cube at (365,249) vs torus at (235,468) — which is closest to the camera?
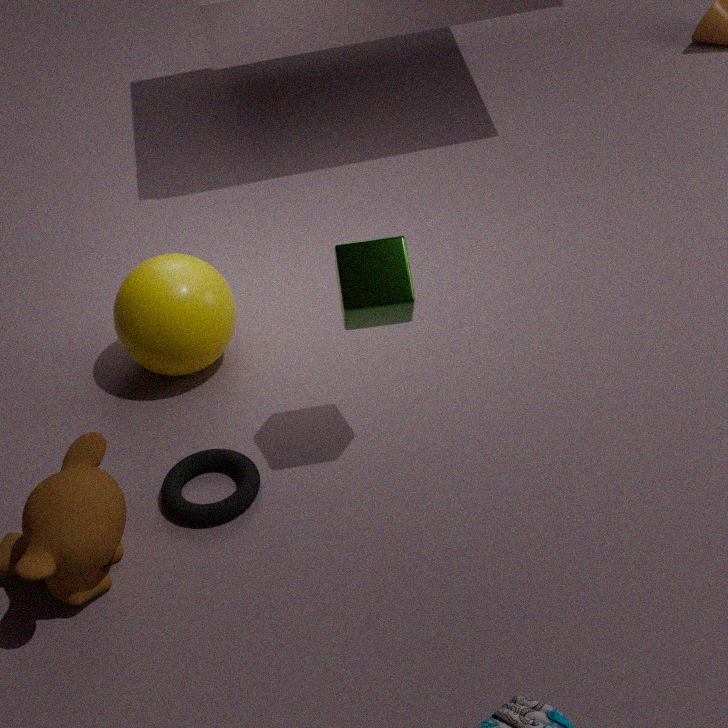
cube at (365,249)
